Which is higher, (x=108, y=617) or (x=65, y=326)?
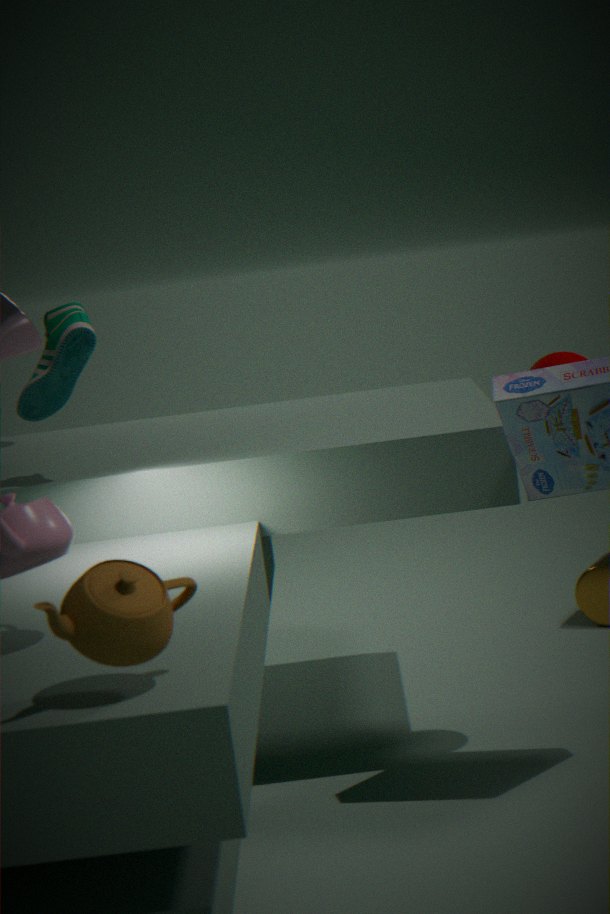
(x=65, y=326)
